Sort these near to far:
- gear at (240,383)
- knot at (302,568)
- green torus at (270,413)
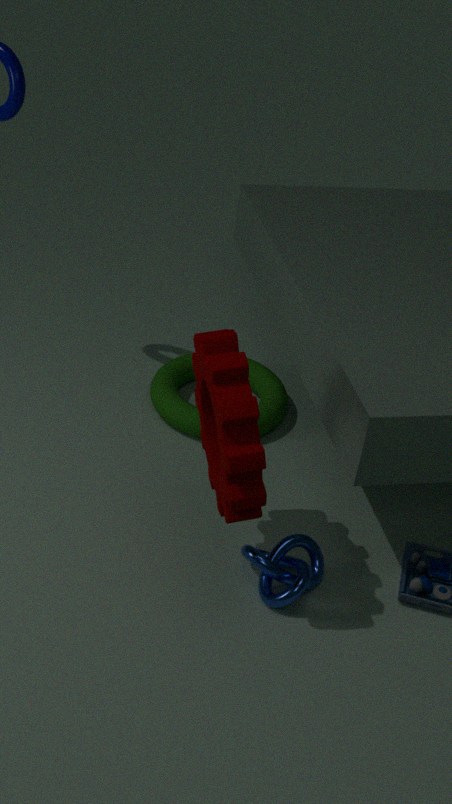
gear at (240,383) < knot at (302,568) < green torus at (270,413)
